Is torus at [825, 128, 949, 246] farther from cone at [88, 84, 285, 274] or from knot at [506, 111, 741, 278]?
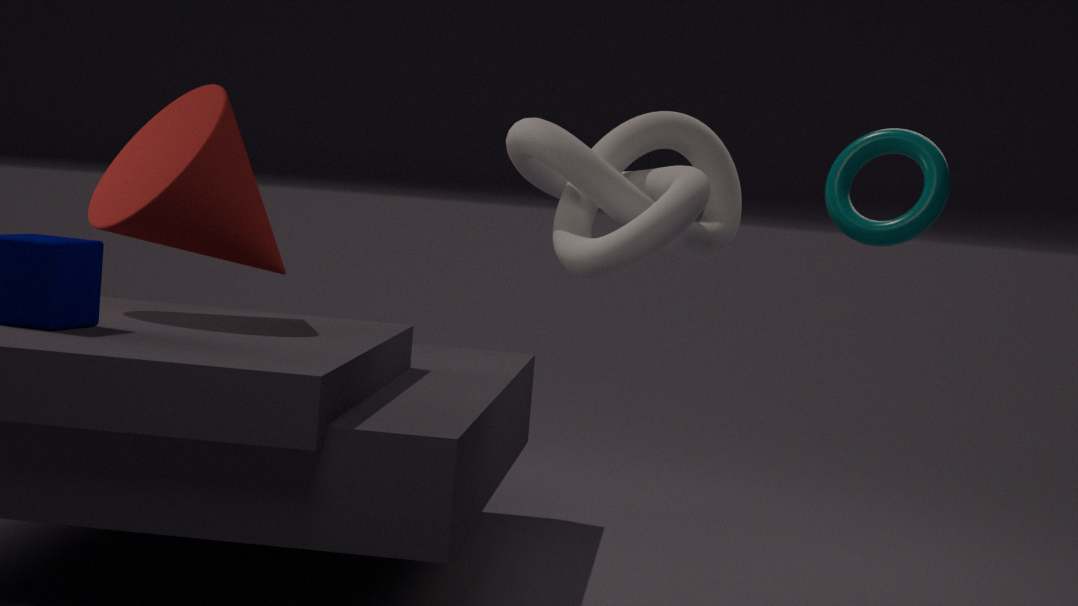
cone at [88, 84, 285, 274]
